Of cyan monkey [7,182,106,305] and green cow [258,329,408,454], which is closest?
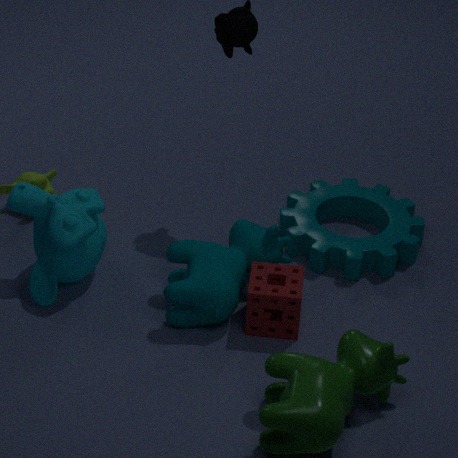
green cow [258,329,408,454]
